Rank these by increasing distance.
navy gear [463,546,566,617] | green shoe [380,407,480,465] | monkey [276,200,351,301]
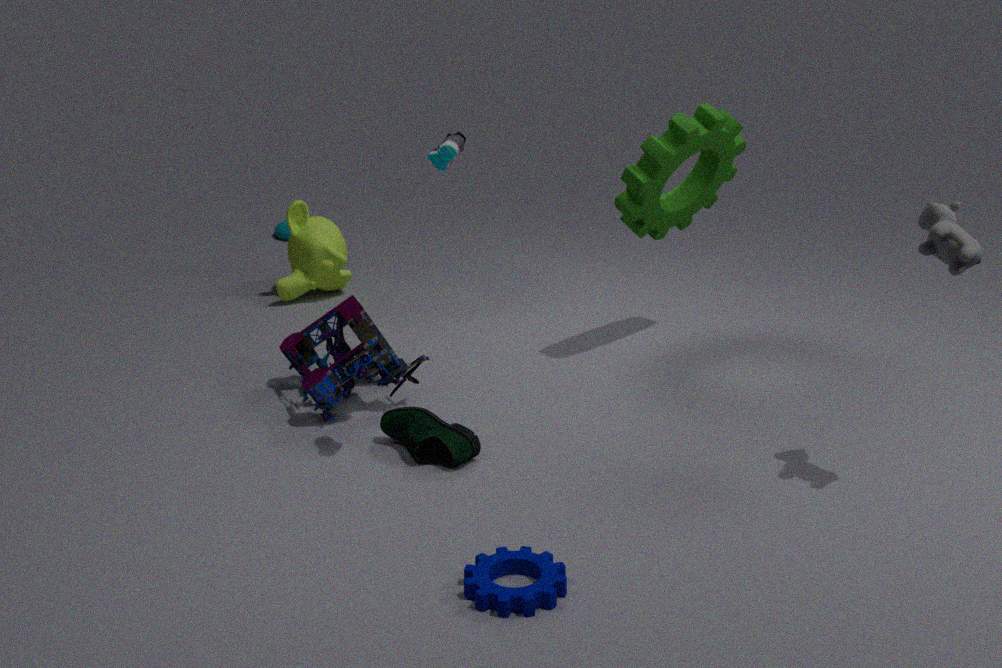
navy gear [463,546,566,617], green shoe [380,407,480,465], monkey [276,200,351,301]
